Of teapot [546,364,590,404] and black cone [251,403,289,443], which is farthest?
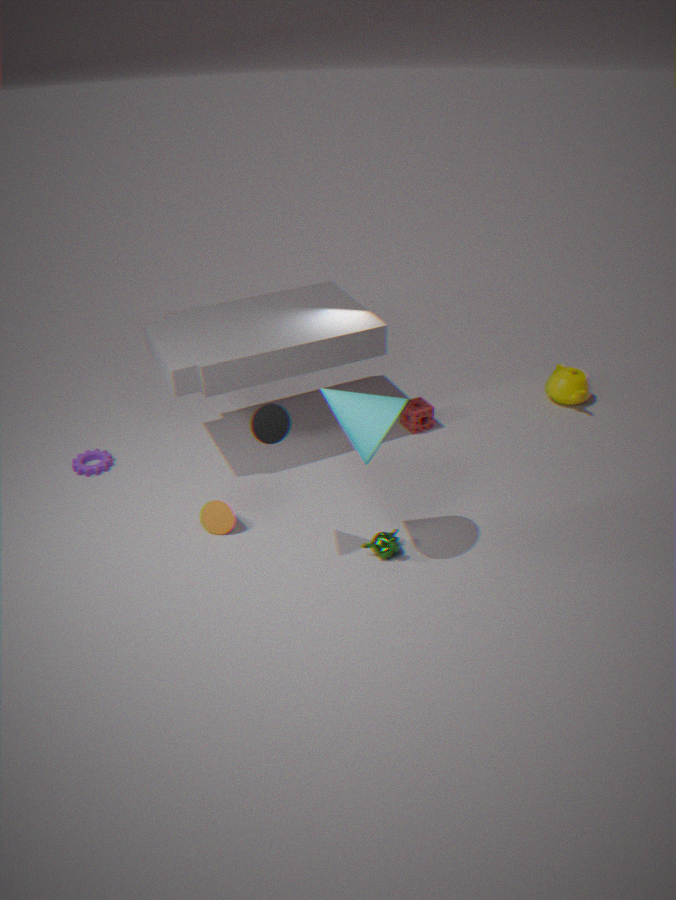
teapot [546,364,590,404]
